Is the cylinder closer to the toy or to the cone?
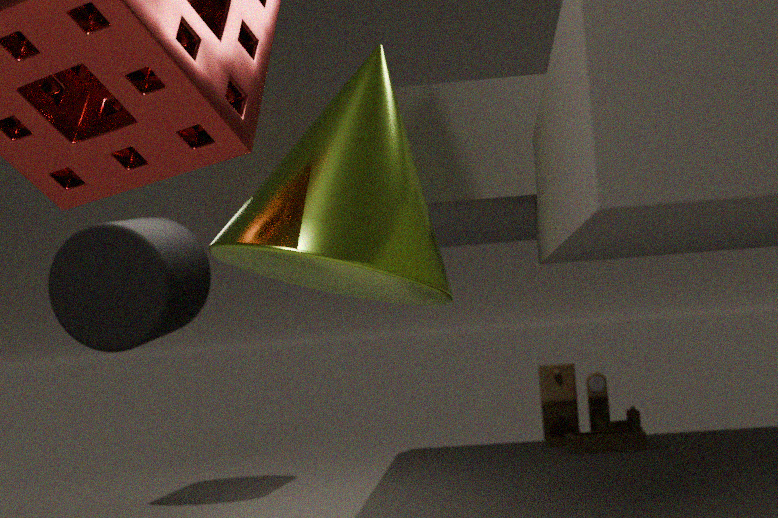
the cone
